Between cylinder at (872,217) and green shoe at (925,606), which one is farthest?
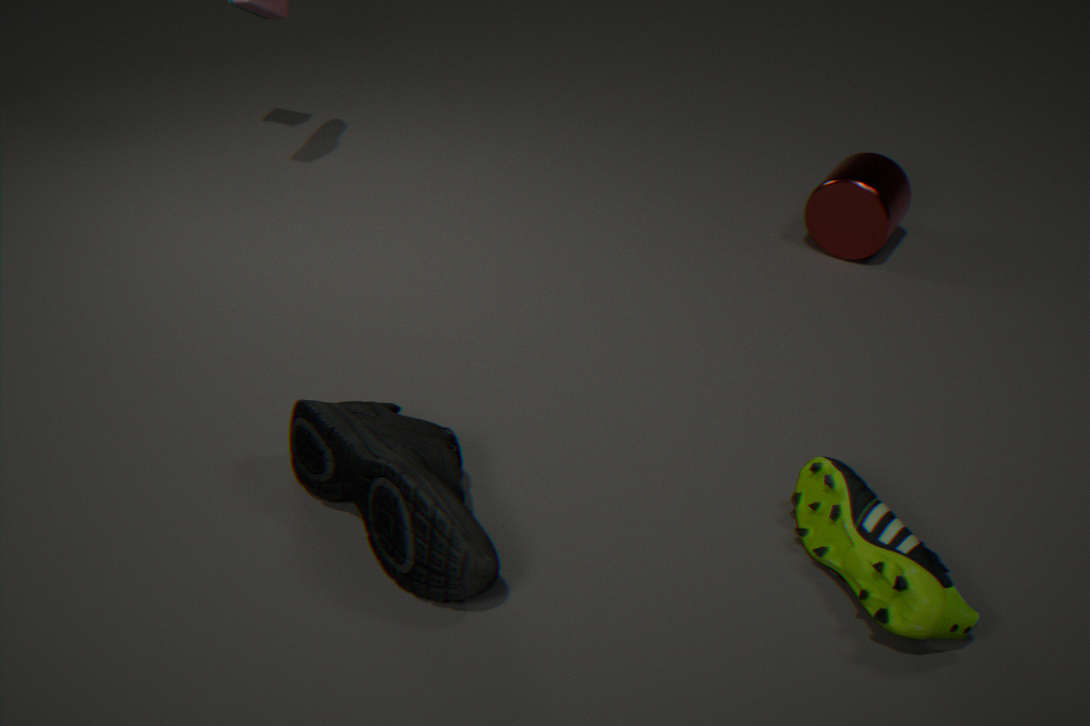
cylinder at (872,217)
